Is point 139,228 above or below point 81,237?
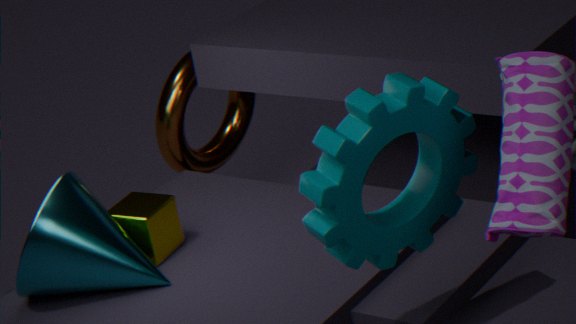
below
